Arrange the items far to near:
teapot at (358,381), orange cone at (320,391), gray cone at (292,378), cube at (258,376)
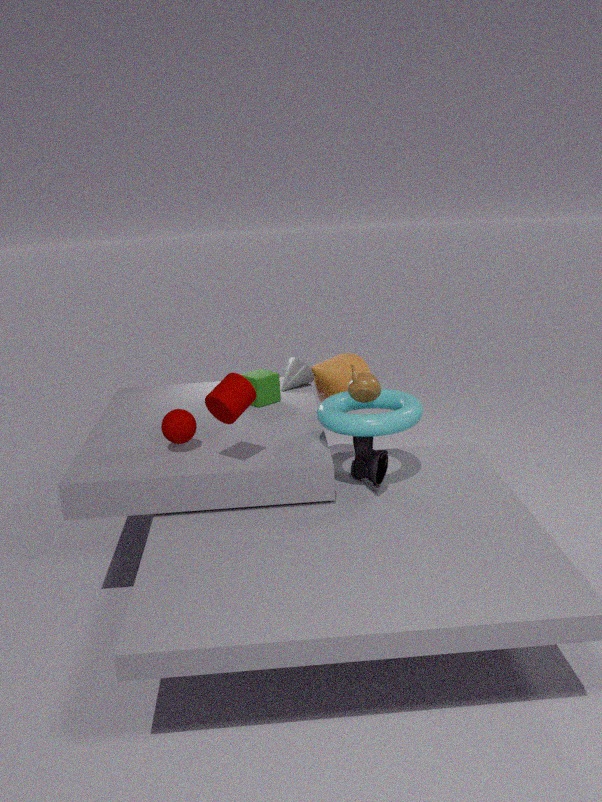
orange cone at (320,391), gray cone at (292,378), cube at (258,376), teapot at (358,381)
